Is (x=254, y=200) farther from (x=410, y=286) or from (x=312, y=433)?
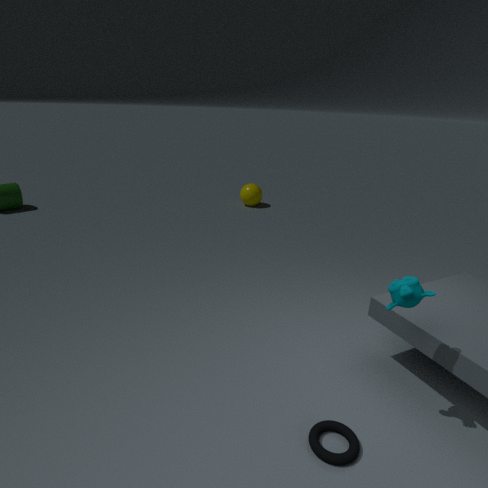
(x=312, y=433)
